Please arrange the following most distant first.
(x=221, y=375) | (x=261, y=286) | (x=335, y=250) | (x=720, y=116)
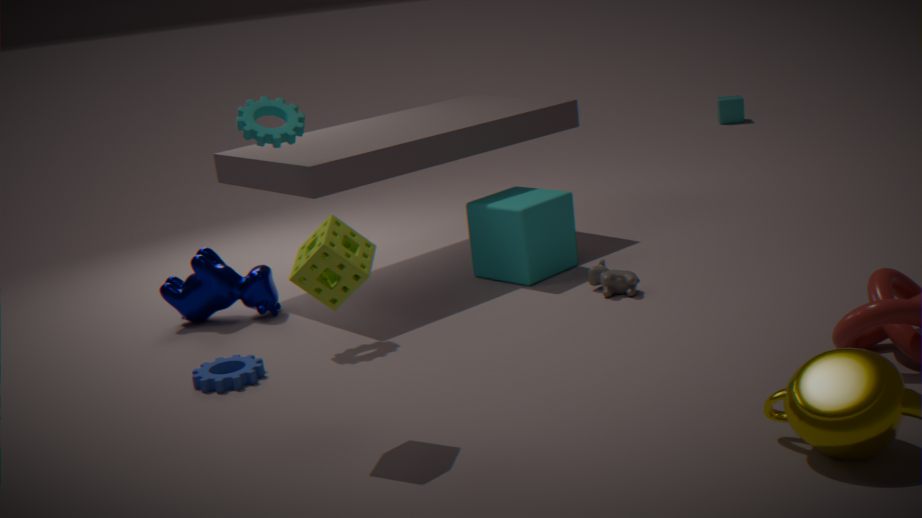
(x=720, y=116), (x=261, y=286), (x=221, y=375), (x=335, y=250)
